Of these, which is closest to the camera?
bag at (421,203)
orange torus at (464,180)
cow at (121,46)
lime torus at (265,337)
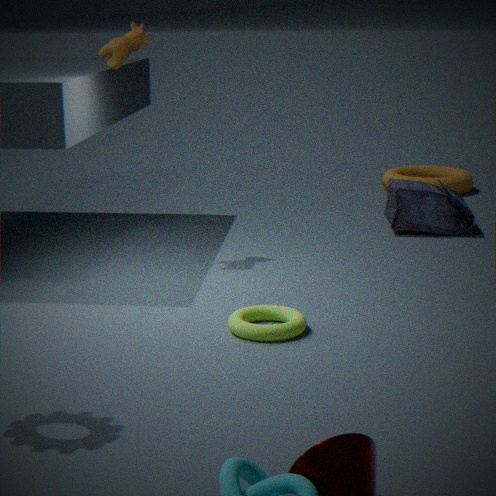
lime torus at (265,337)
